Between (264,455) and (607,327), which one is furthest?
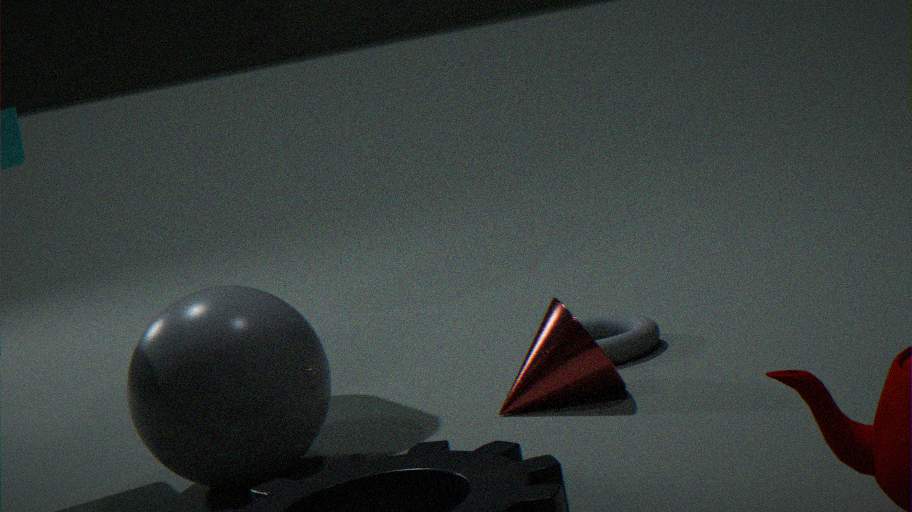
(607,327)
